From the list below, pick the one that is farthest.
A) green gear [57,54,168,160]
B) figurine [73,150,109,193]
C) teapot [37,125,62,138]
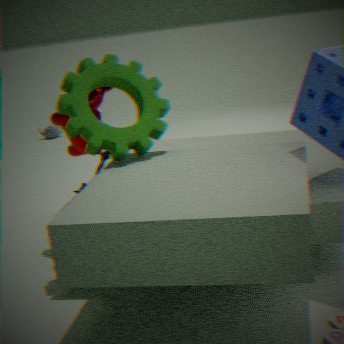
teapot [37,125,62,138]
